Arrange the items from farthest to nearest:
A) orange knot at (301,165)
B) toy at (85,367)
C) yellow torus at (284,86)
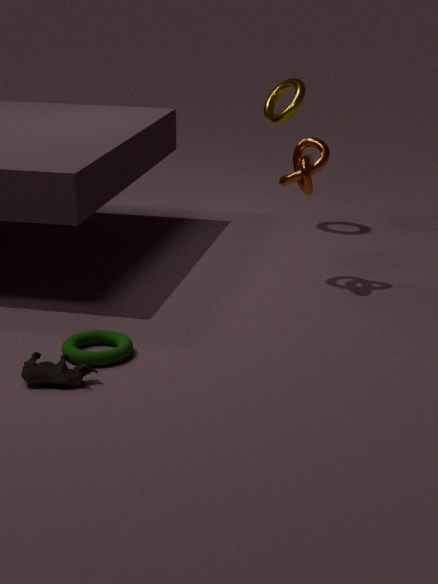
1. yellow torus at (284,86)
2. orange knot at (301,165)
3. toy at (85,367)
